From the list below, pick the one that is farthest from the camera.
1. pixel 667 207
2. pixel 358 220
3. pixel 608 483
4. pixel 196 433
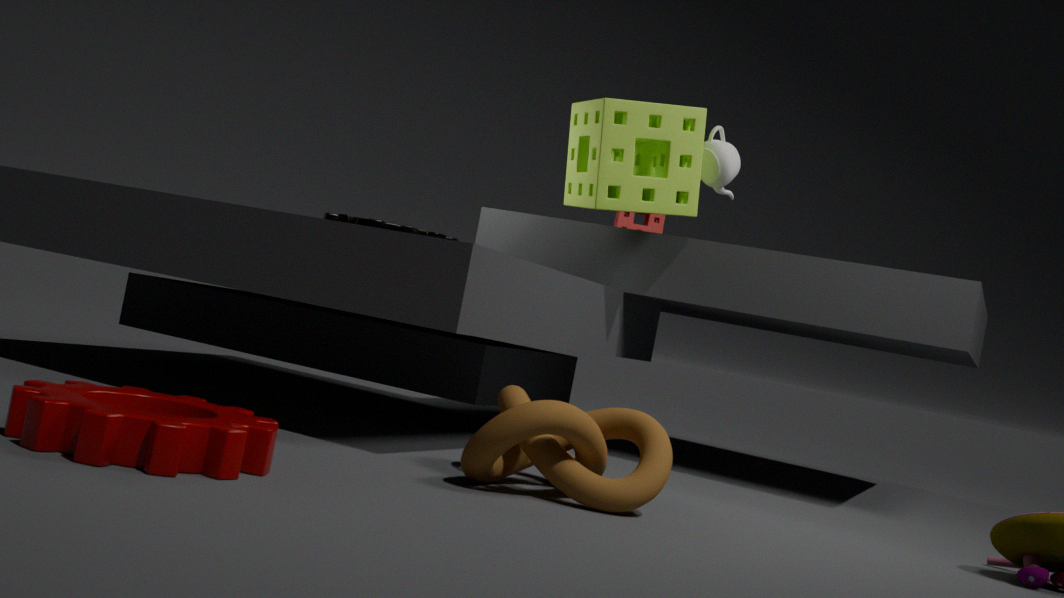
pixel 358 220
